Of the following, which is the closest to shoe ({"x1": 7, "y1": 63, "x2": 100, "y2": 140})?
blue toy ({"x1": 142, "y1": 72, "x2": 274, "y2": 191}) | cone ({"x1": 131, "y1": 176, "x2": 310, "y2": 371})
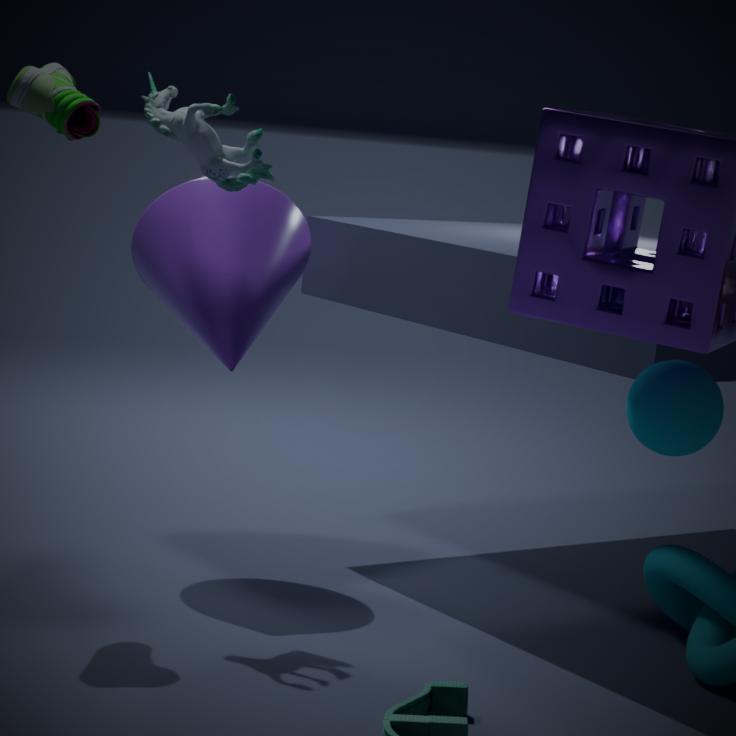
blue toy ({"x1": 142, "y1": 72, "x2": 274, "y2": 191})
